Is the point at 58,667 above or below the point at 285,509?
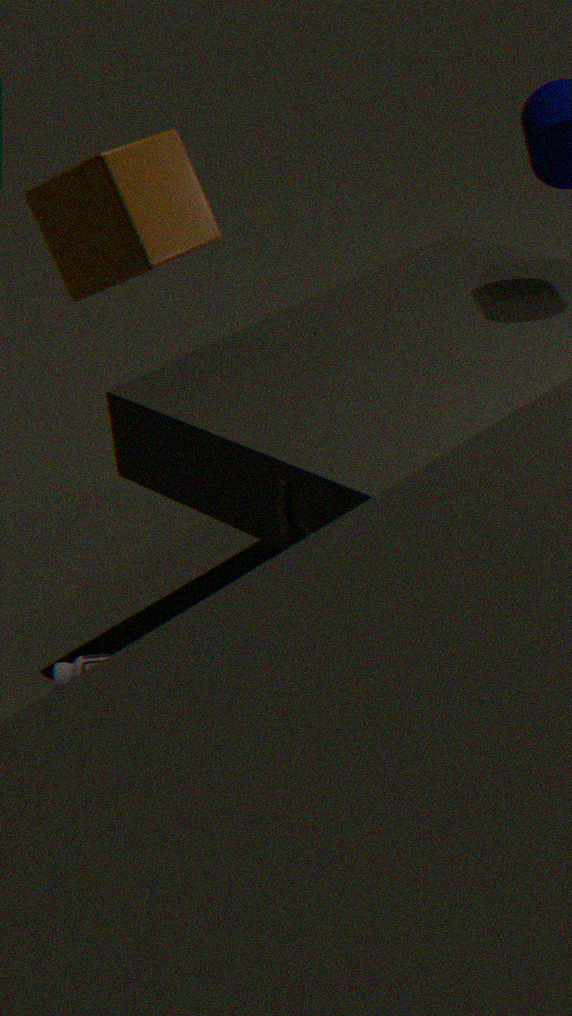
below
